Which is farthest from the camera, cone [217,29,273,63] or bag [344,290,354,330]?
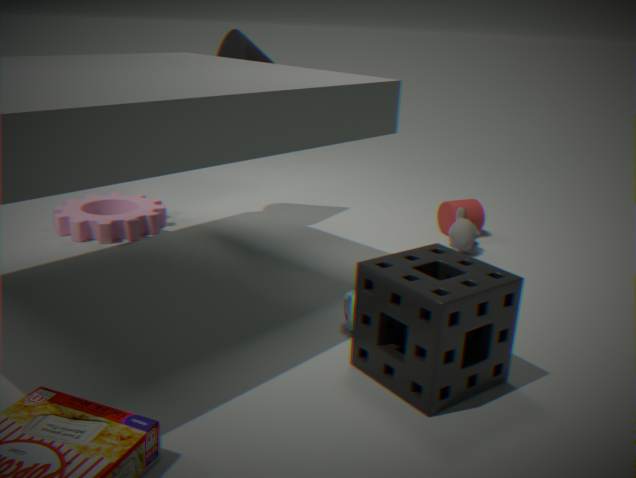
cone [217,29,273,63]
